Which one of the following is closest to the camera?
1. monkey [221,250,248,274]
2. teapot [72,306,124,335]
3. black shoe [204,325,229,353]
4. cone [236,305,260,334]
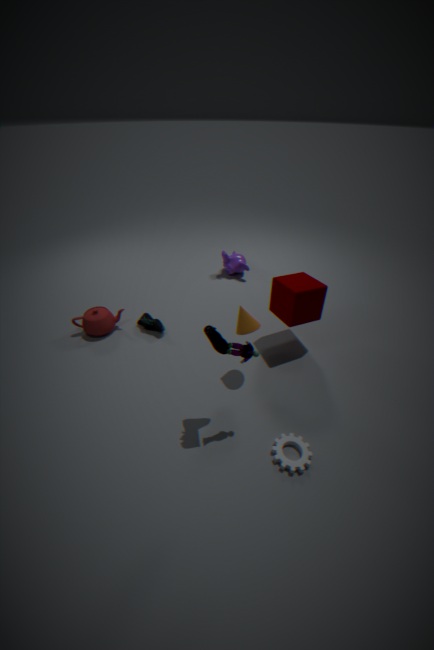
black shoe [204,325,229,353]
